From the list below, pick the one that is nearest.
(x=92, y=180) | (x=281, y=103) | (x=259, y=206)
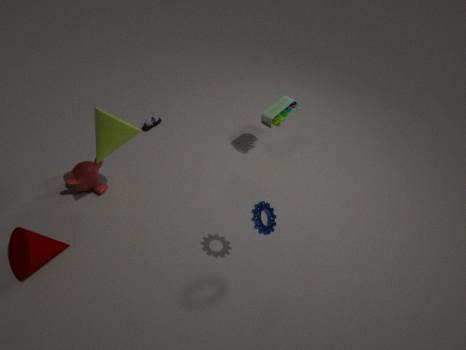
(x=259, y=206)
